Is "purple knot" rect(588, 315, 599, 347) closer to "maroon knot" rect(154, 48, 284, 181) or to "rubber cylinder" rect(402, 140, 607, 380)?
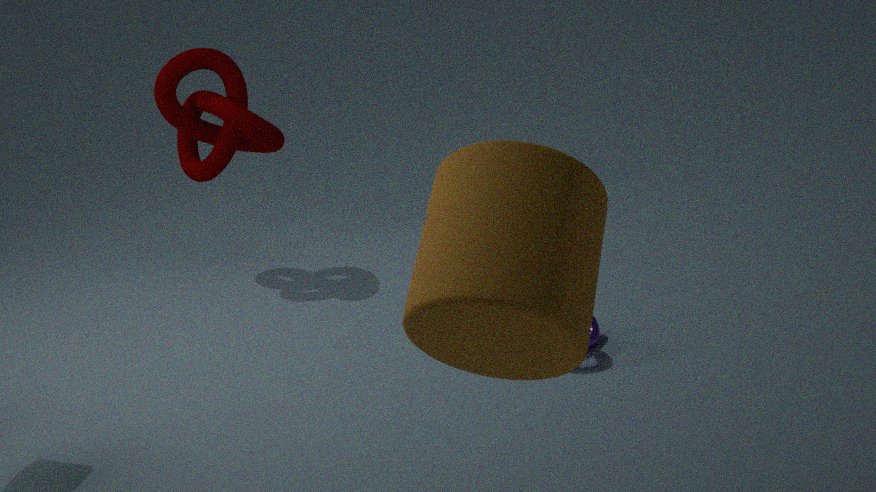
"rubber cylinder" rect(402, 140, 607, 380)
